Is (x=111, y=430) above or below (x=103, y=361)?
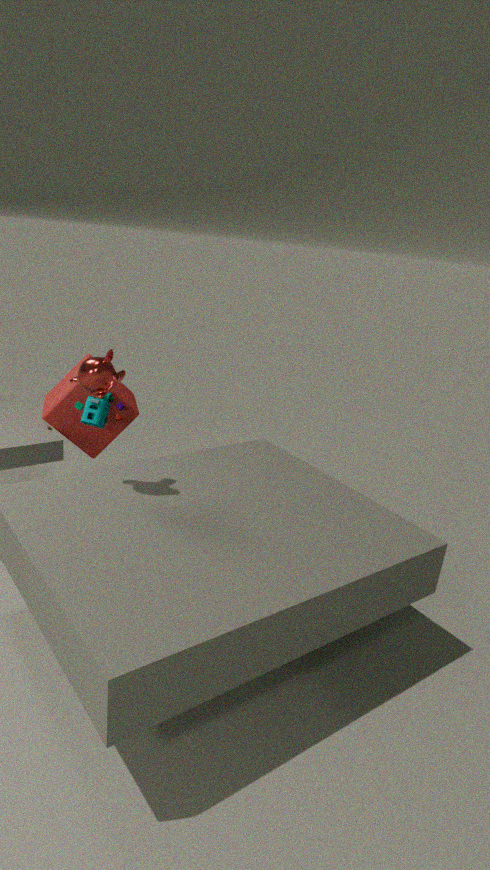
below
